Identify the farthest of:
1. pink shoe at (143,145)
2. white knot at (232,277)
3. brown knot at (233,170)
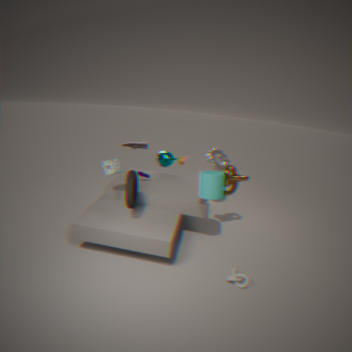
pink shoe at (143,145)
